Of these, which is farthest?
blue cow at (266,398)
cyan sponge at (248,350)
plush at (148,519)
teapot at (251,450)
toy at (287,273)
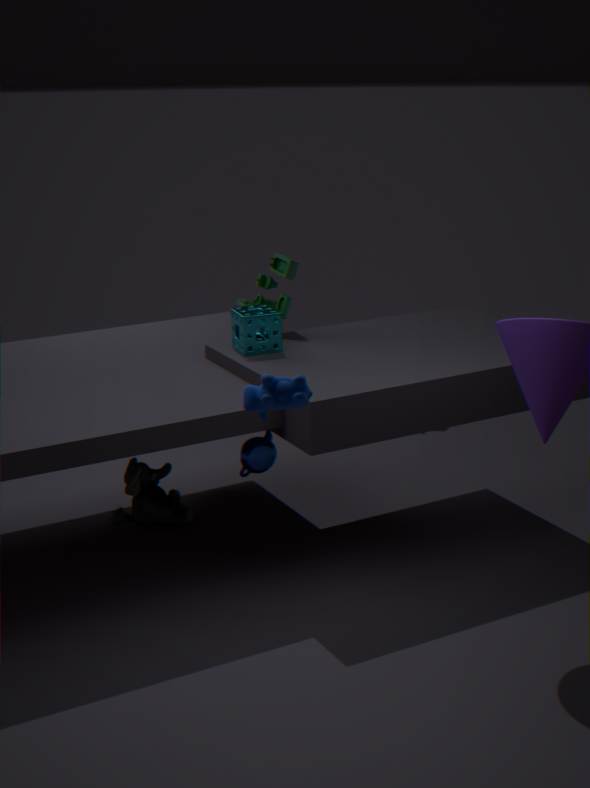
plush at (148,519)
